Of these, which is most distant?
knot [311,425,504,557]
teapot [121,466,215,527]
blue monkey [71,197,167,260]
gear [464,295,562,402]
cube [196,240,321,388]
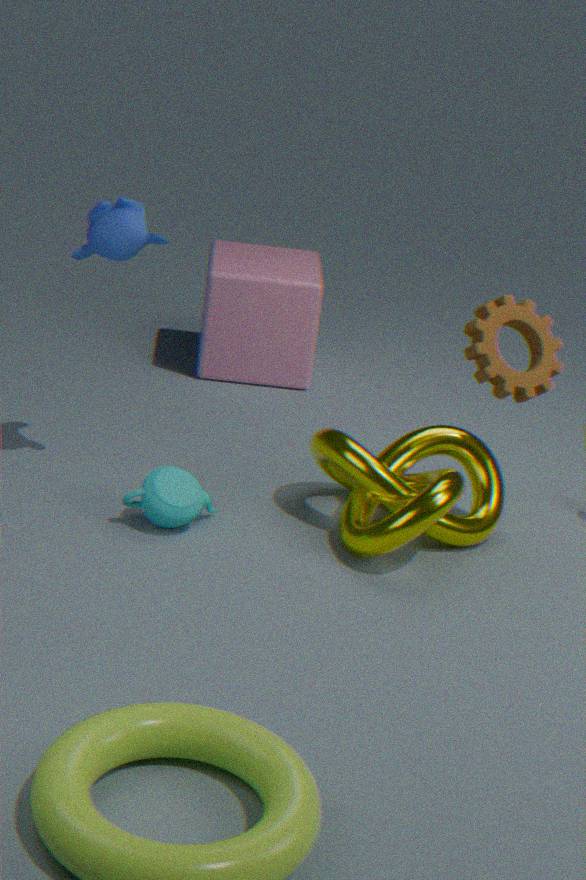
cube [196,240,321,388]
